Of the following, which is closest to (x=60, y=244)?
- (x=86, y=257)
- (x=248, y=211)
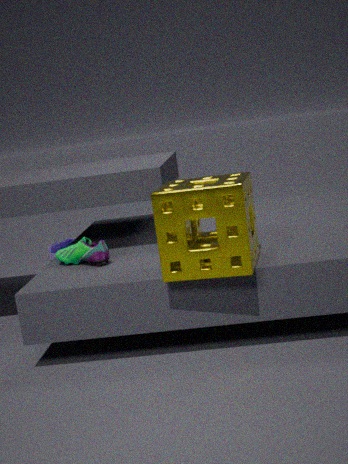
(x=86, y=257)
